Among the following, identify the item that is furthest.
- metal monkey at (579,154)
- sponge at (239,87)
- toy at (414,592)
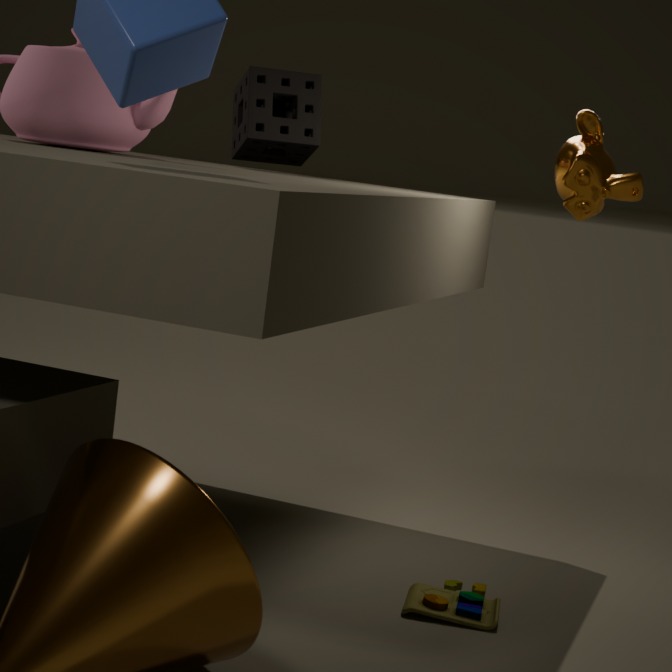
sponge at (239,87)
